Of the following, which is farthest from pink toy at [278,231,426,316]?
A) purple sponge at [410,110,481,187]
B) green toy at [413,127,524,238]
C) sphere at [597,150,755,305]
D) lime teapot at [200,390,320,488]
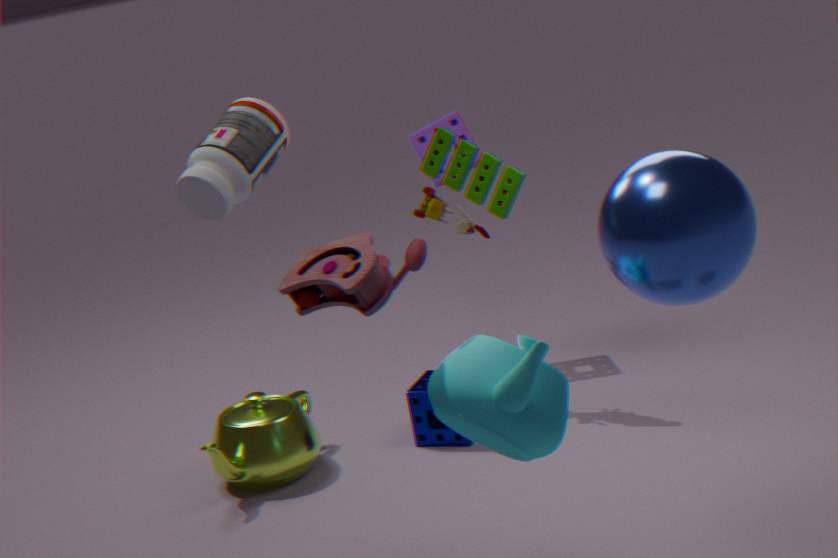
purple sponge at [410,110,481,187]
